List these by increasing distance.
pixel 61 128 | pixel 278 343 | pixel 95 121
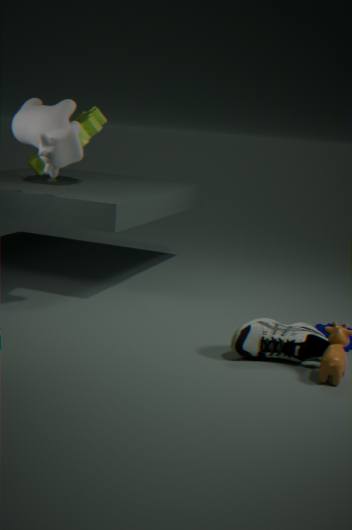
1. pixel 278 343
2. pixel 61 128
3. pixel 95 121
